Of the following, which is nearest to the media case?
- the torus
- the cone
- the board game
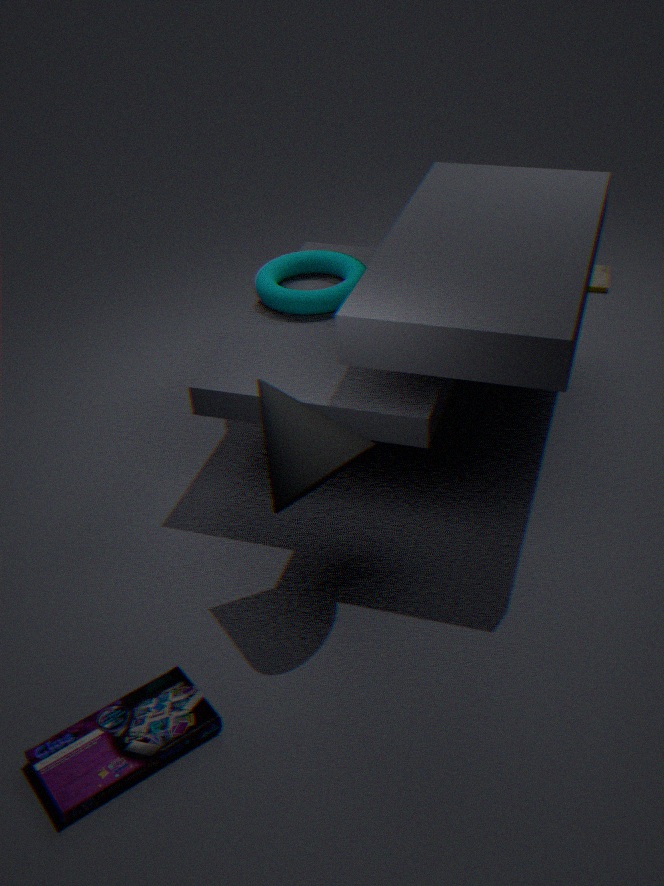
the torus
